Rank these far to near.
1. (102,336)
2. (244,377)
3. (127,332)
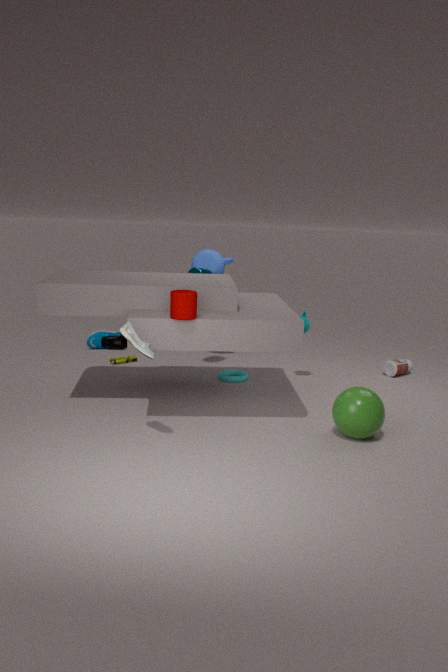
(102,336) < (244,377) < (127,332)
